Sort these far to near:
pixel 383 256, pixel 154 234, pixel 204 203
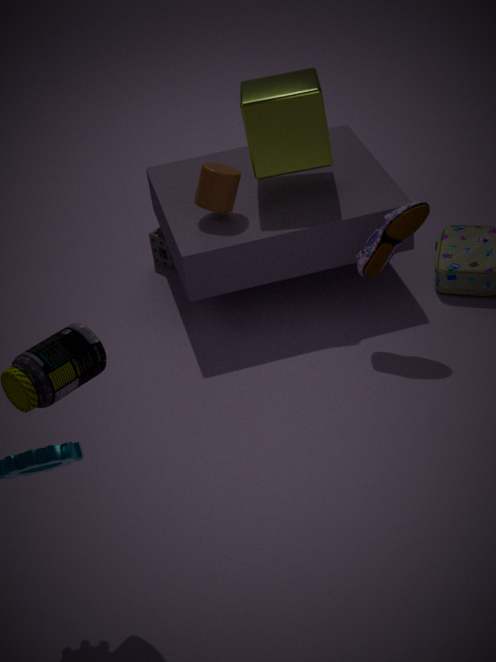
pixel 154 234 < pixel 204 203 < pixel 383 256
